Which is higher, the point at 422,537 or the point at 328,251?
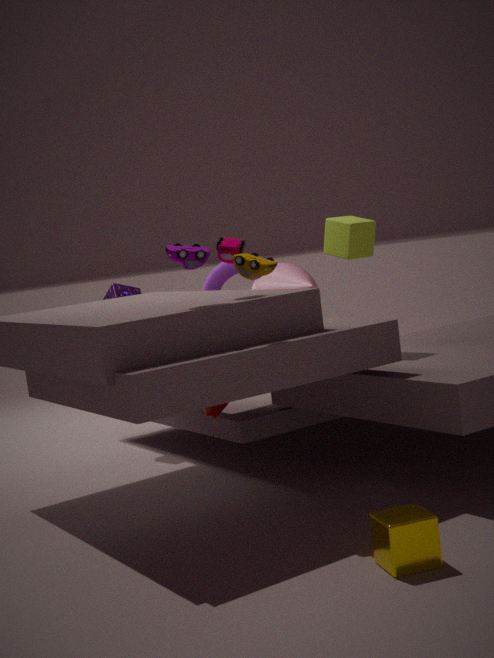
the point at 328,251
